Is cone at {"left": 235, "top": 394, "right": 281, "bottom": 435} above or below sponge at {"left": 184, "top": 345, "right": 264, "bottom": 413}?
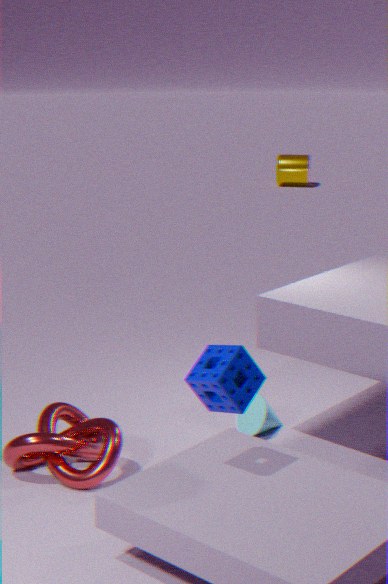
below
